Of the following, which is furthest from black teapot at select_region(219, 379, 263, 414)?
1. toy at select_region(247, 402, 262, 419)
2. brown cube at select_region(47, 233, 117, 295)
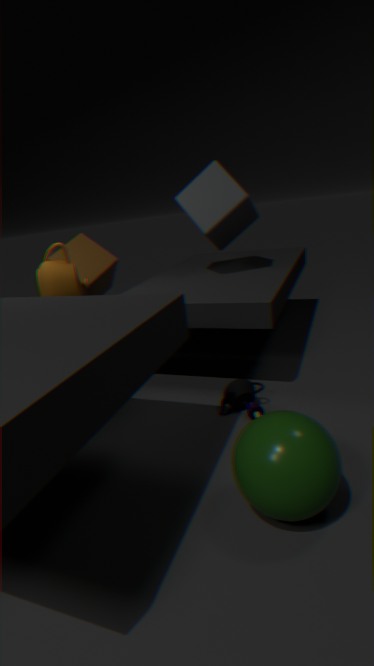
brown cube at select_region(47, 233, 117, 295)
